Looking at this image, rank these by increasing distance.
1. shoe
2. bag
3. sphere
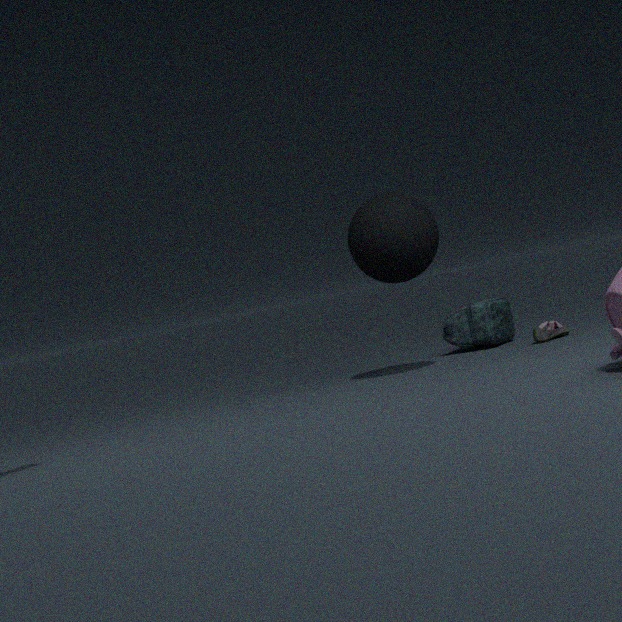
sphere → shoe → bag
